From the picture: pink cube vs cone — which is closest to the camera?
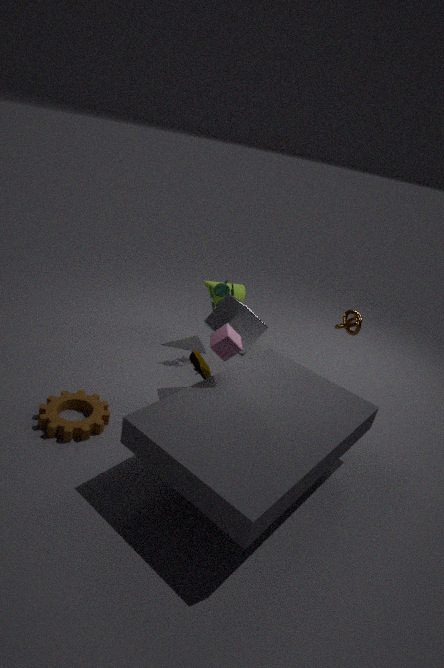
pink cube
